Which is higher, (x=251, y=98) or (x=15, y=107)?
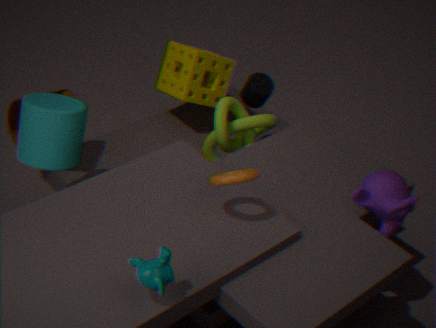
(x=251, y=98)
